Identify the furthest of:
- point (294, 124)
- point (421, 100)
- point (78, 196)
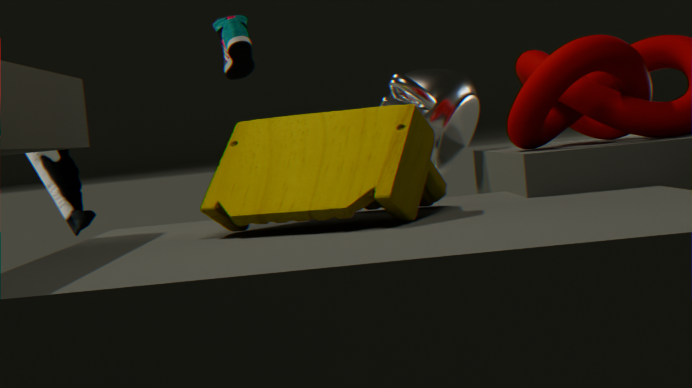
point (78, 196)
